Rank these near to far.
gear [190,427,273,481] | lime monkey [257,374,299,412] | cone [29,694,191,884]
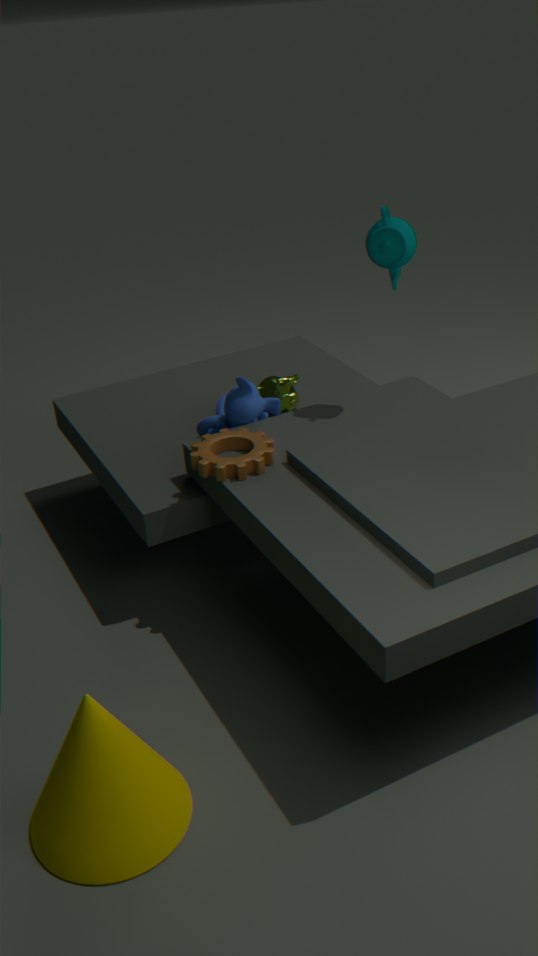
cone [29,694,191,884], gear [190,427,273,481], lime monkey [257,374,299,412]
